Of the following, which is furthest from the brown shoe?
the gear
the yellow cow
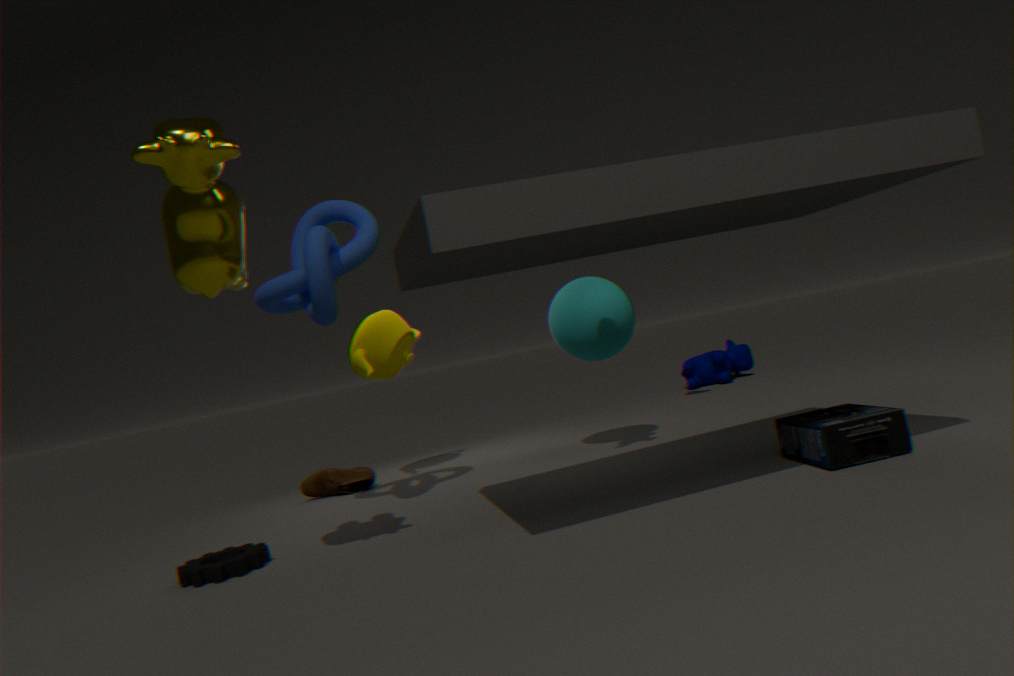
the yellow cow
